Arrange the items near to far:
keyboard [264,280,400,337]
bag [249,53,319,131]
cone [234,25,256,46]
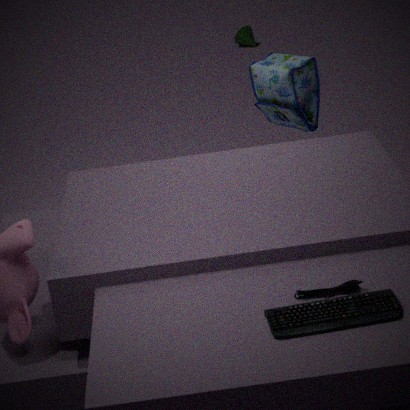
keyboard [264,280,400,337], bag [249,53,319,131], cone [234,25,256,46]
